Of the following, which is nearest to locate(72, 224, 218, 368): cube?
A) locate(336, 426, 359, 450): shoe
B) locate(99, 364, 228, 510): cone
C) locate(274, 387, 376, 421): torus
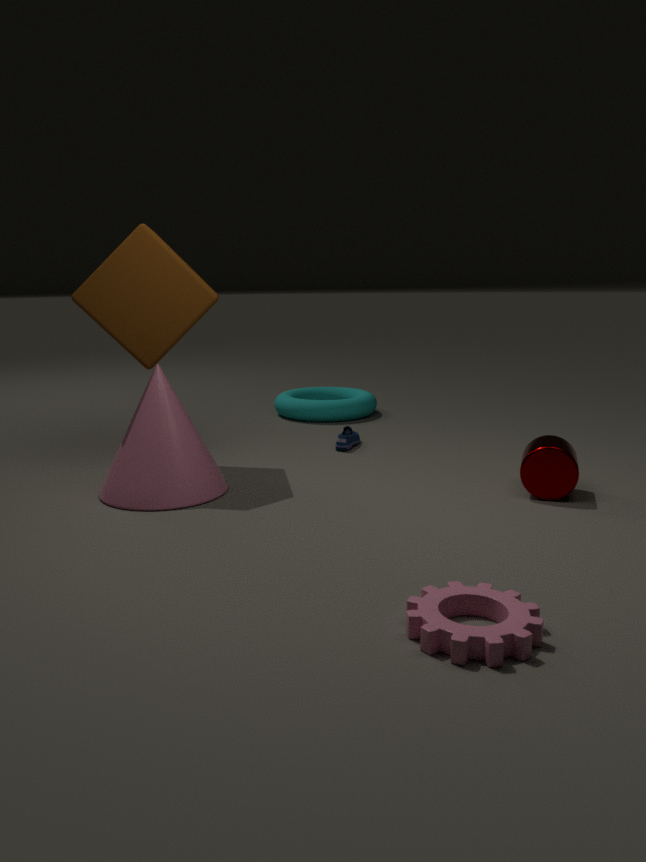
locate(99, 364, 228, 510): cone
